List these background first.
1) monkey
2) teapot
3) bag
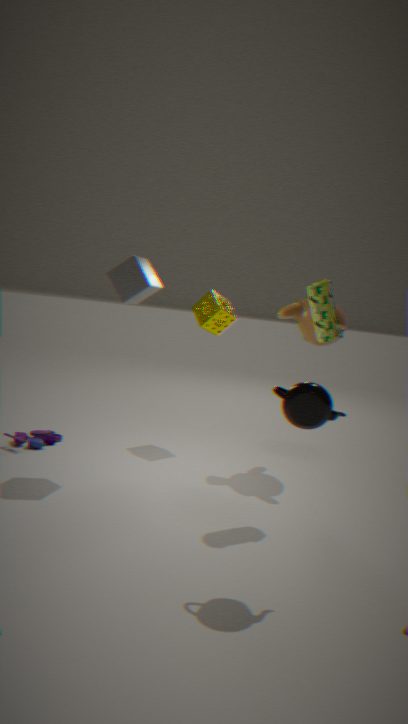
1. 1. monkey
2. 3. bag
3. 2. teapot
